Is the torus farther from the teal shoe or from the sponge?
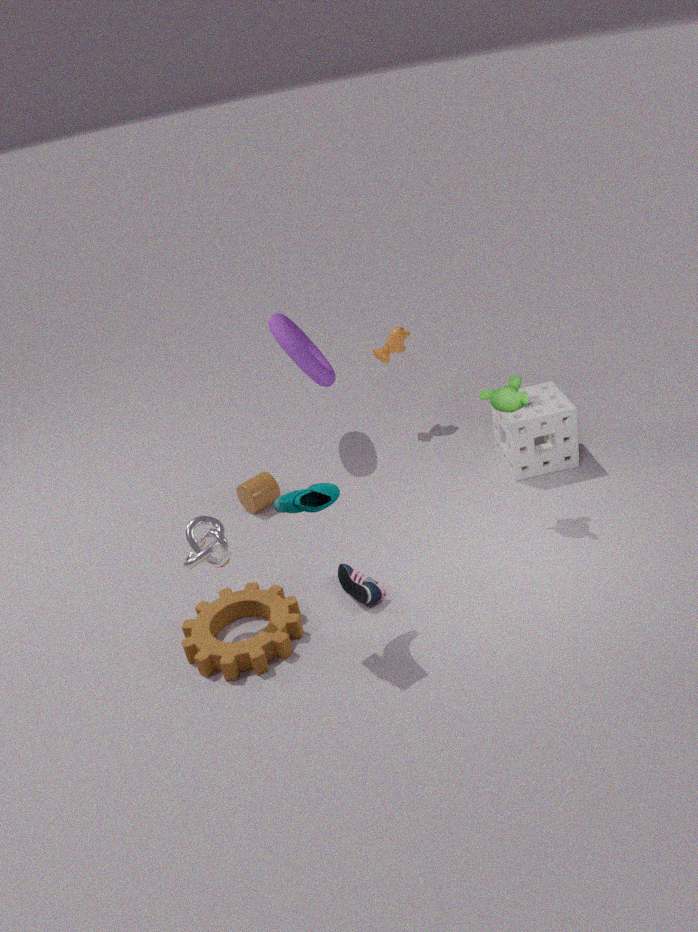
the teal shoe
